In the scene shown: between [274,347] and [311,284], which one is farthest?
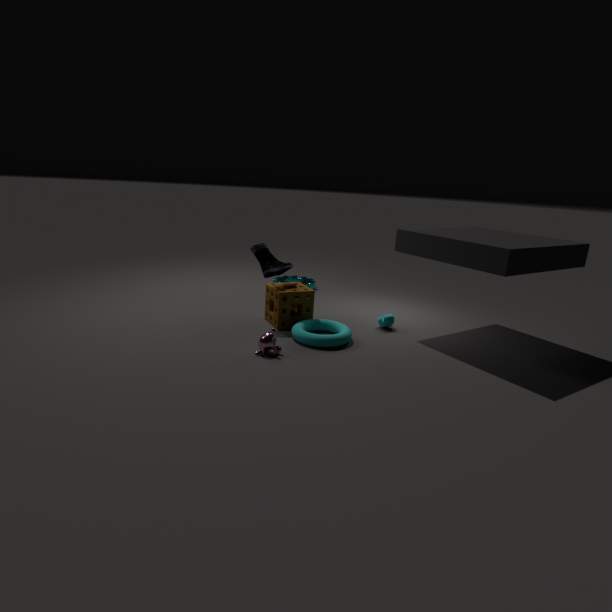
[311,284]
